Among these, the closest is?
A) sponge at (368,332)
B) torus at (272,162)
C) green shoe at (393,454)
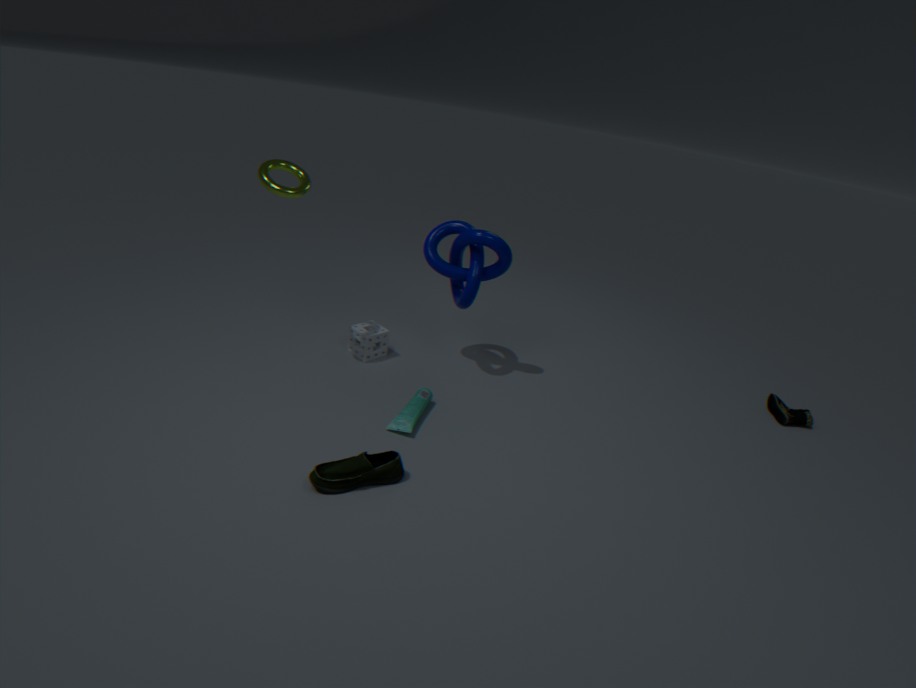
green shoe at (393,454)
